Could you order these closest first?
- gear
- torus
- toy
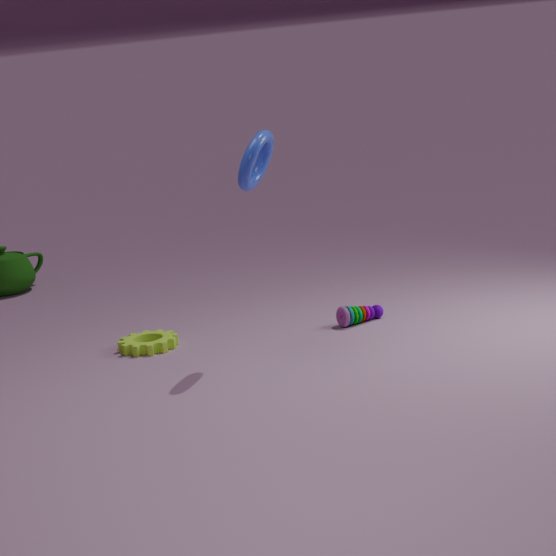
torus < gear < toy
